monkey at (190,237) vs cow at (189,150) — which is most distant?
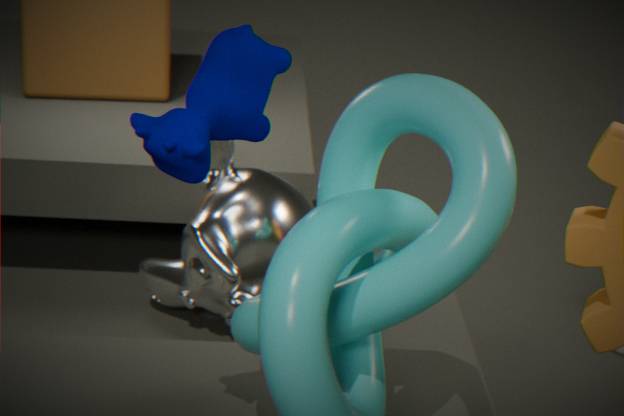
monkey at (190,237)
